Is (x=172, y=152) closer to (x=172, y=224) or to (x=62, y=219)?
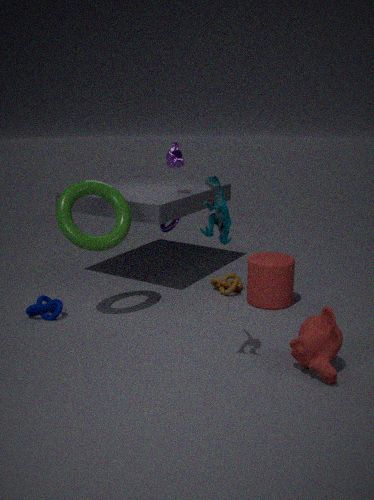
(x=172, y=224)
